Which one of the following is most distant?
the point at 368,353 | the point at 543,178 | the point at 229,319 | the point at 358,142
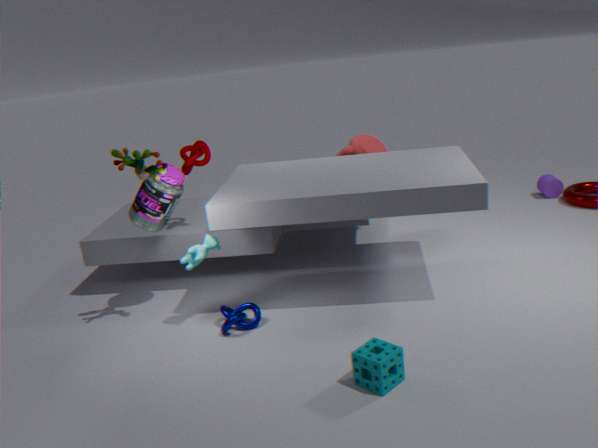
the point at 543,178
